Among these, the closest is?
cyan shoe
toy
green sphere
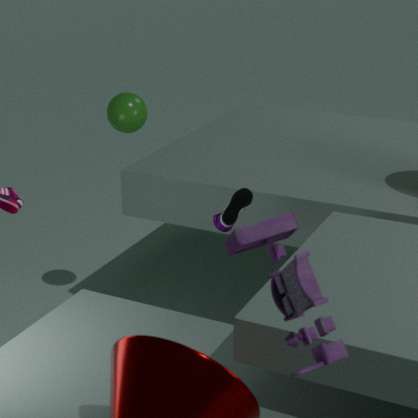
toy
